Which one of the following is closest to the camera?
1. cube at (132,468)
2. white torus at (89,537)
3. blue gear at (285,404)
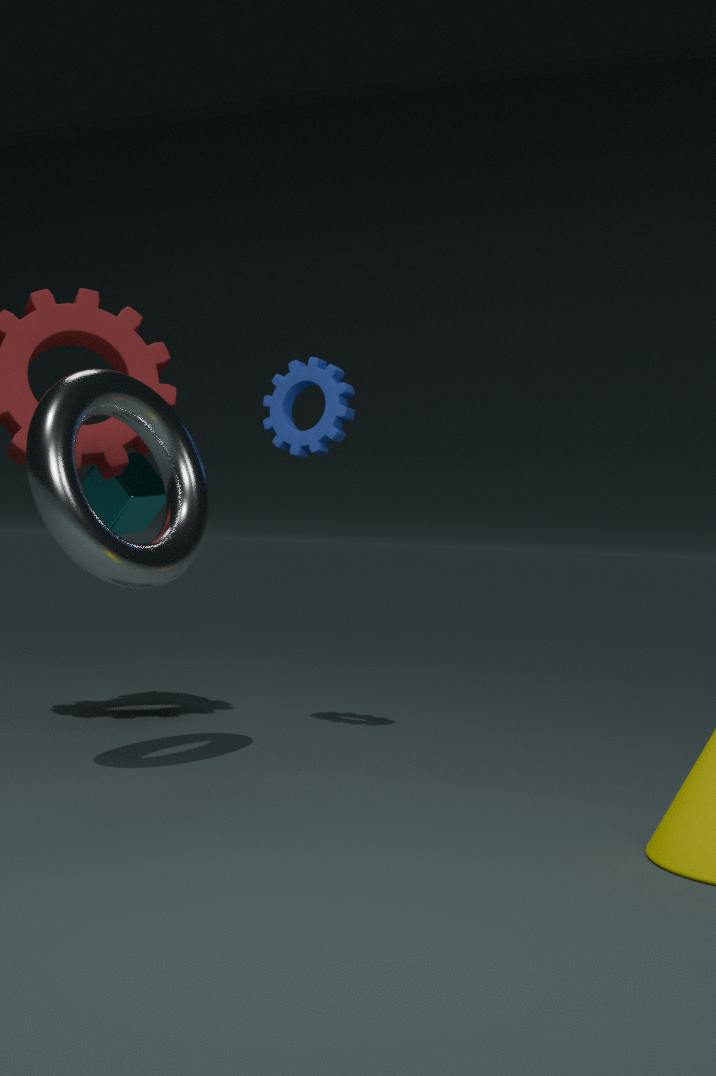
white torus at (89,537)
